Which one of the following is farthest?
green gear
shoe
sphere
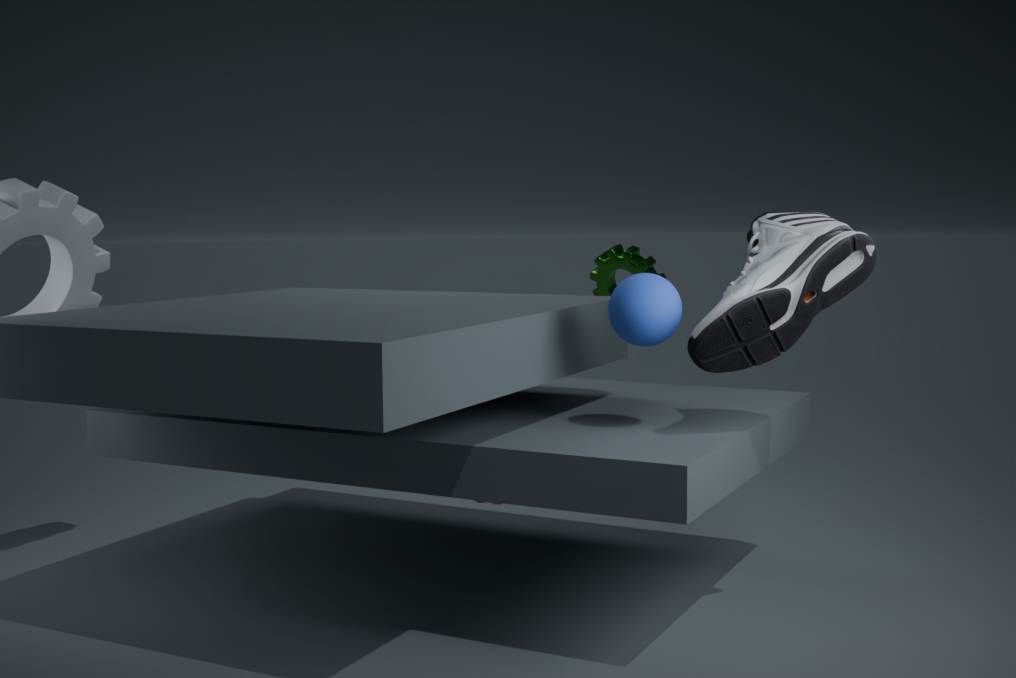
green gear
